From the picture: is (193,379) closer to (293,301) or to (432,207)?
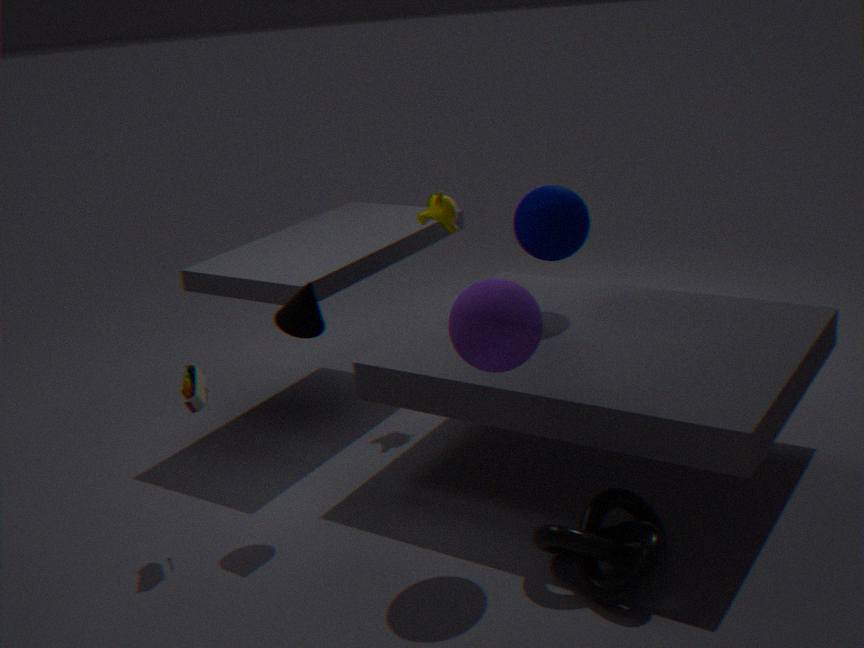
(293,301)
